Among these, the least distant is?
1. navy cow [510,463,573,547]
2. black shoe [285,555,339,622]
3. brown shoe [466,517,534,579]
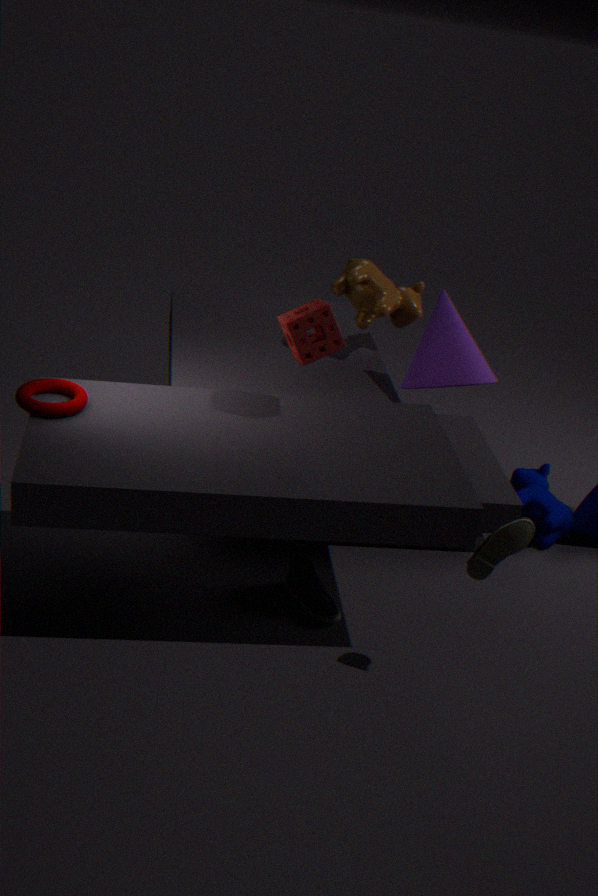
brown shoe [466,517,534,579]
